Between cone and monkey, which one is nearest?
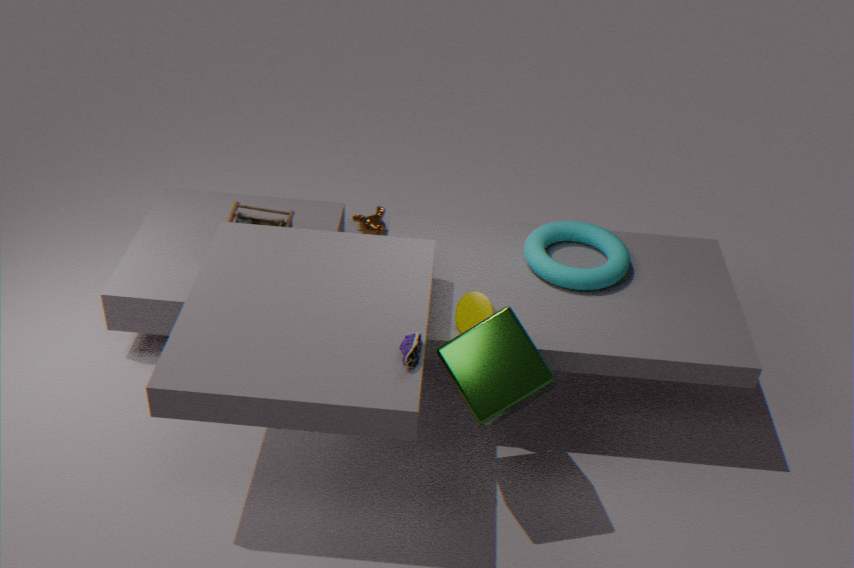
cone
